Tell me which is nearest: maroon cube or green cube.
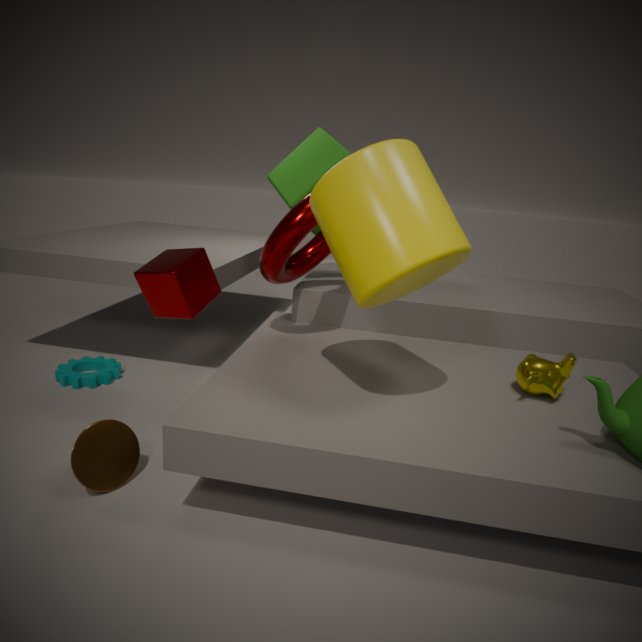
maroon cube
